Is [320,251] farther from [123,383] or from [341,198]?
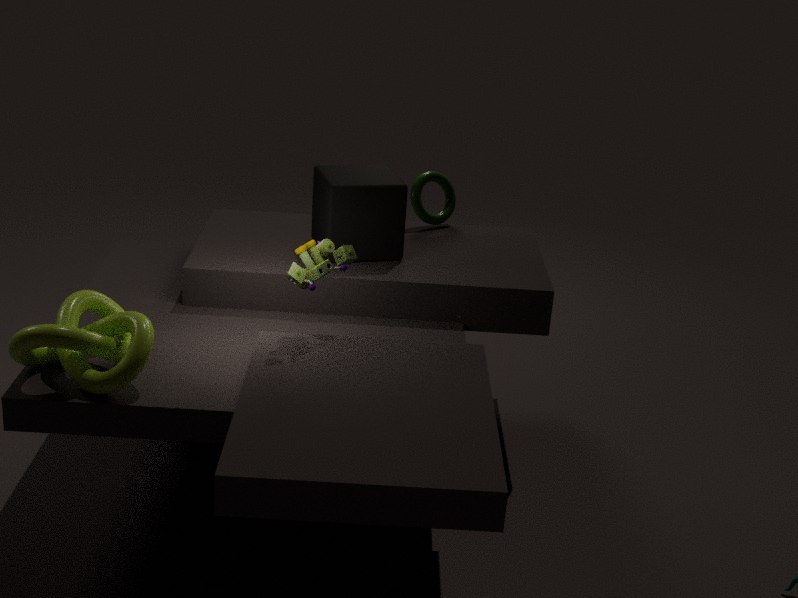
[123,383]
